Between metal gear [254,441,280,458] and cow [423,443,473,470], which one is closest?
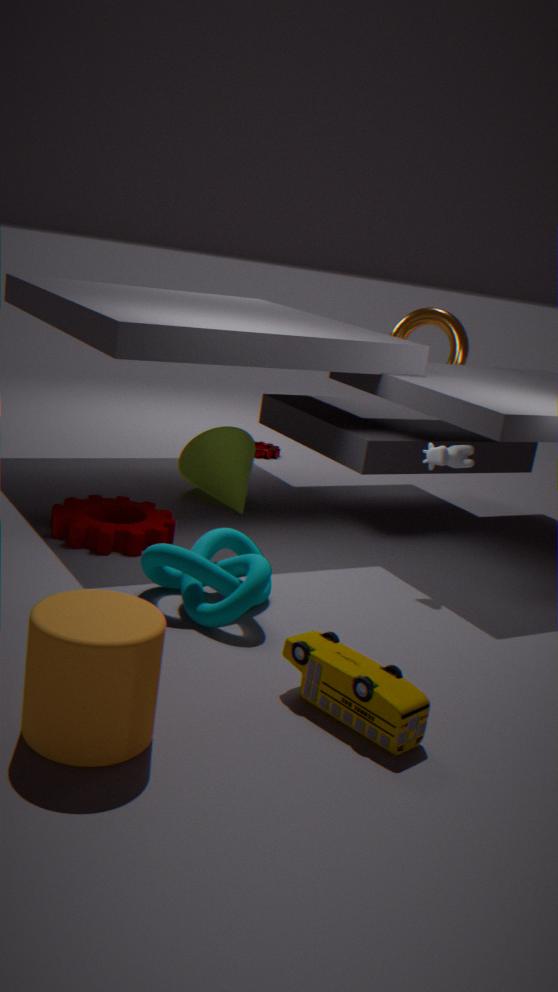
cow [423,443,473,470]
